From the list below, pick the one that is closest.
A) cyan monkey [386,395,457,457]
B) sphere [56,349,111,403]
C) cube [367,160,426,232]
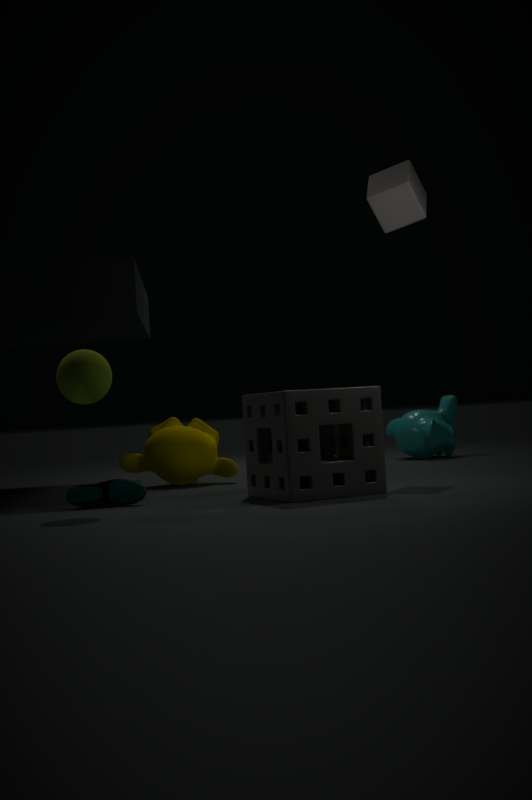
sphere [56,349,111,403]
